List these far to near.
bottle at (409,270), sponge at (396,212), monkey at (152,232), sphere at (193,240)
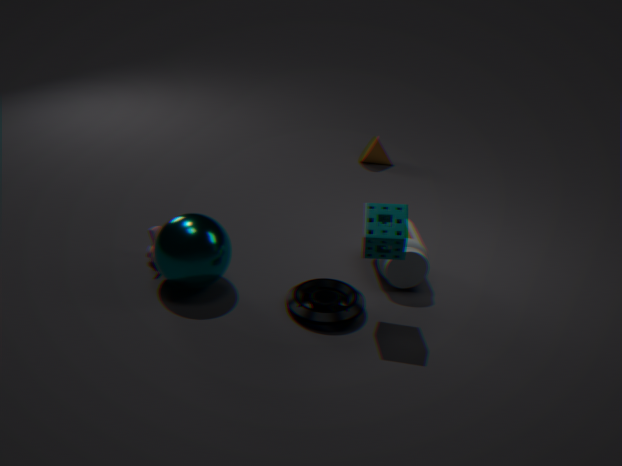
monkey at (152,232) < bottle at (409,270) < sphere at (193,240) < sponge at (396,212)
